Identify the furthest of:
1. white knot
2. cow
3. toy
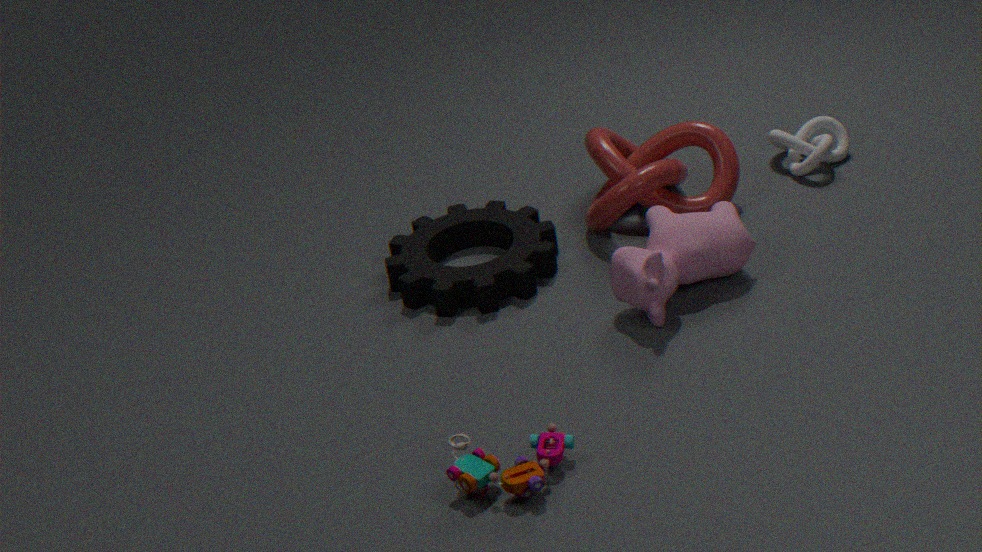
white knot
